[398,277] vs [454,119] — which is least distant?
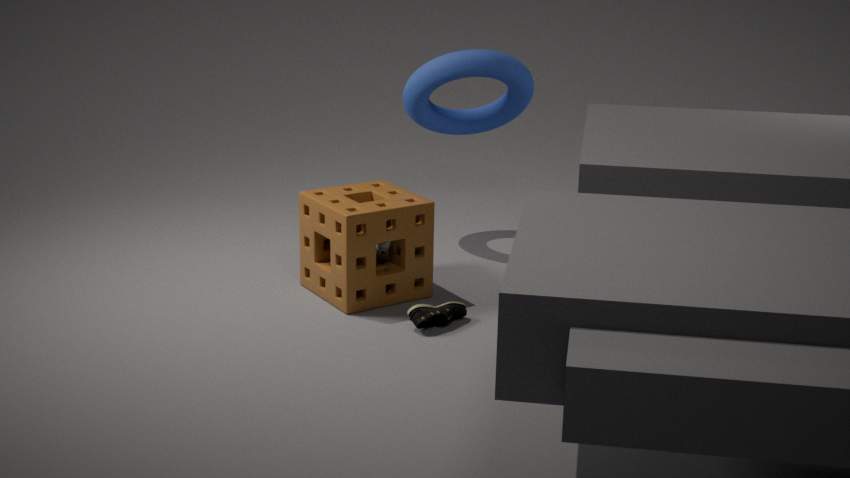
[398,277]
